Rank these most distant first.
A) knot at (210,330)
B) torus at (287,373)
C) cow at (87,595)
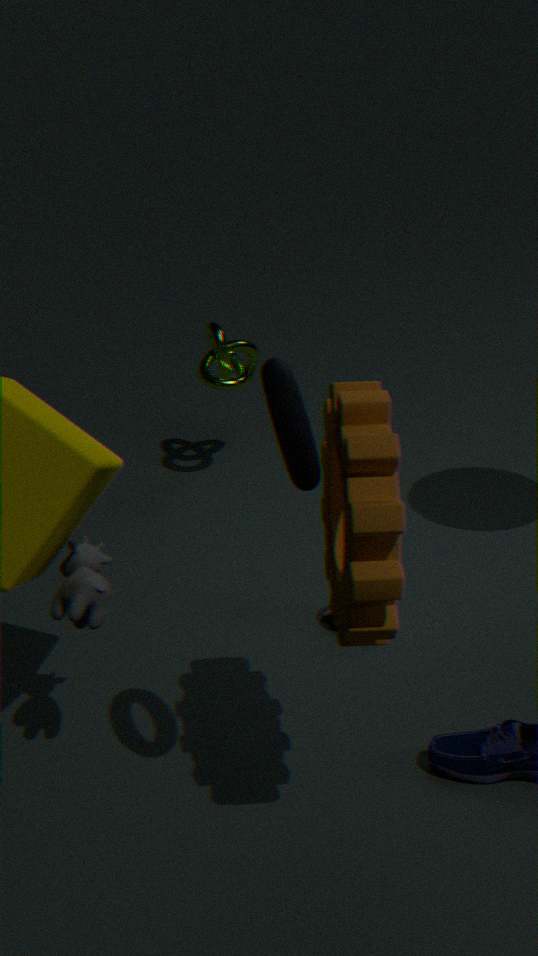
1. knot at (210,330)
2. cow at (87,595)
3. torus at (287,373)
